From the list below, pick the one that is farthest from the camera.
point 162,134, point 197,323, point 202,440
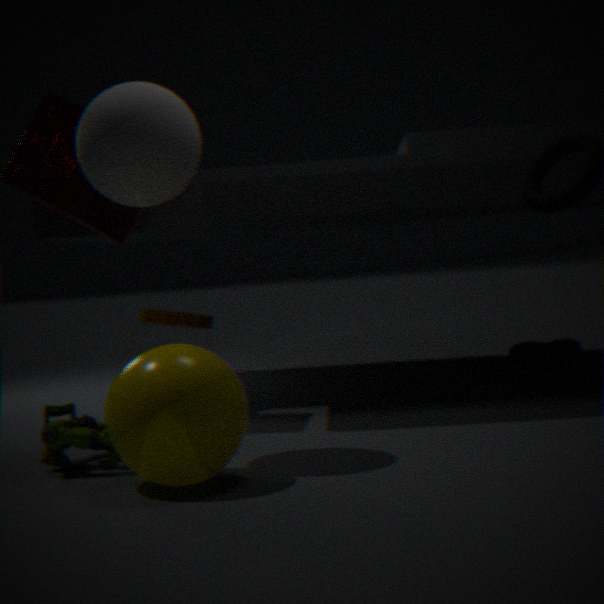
point 197,323
